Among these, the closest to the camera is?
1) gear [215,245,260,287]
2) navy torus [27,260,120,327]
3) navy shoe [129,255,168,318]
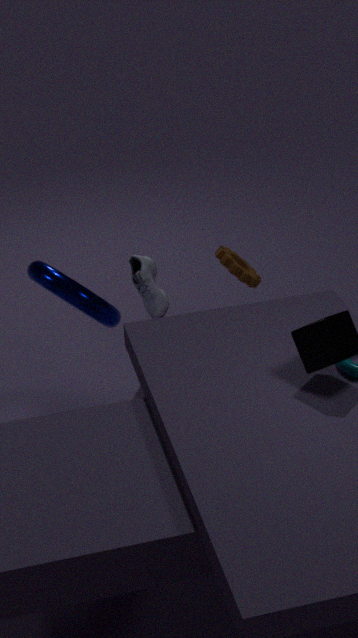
2. navy torus [27,260,120,327]
